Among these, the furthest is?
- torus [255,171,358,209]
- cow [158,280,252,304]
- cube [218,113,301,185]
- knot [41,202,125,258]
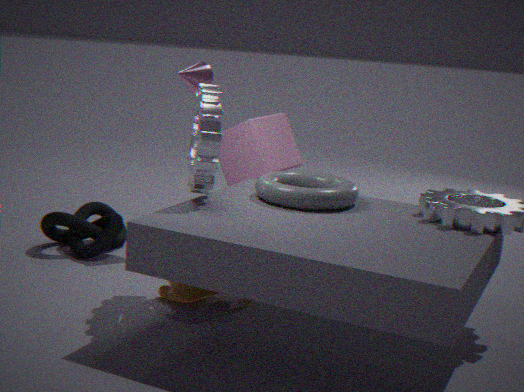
cube [218,113,301,185]
